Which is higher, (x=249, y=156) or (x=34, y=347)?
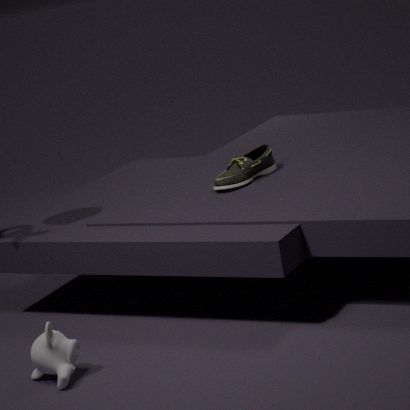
(x=249, y=156)
